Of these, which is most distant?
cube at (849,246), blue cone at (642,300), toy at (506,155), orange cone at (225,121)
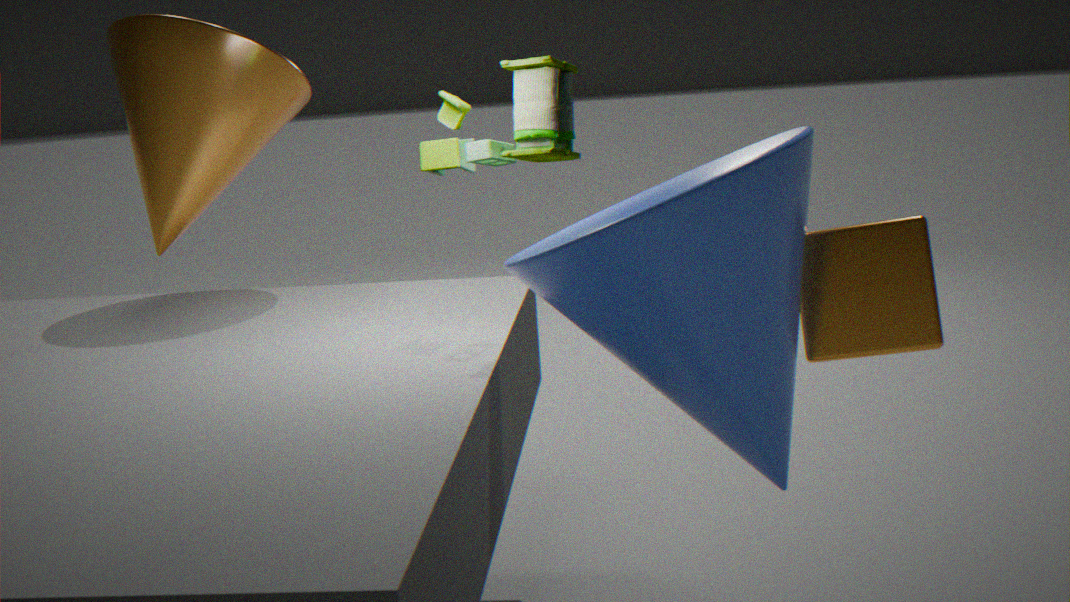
orange cone at (225,121)
